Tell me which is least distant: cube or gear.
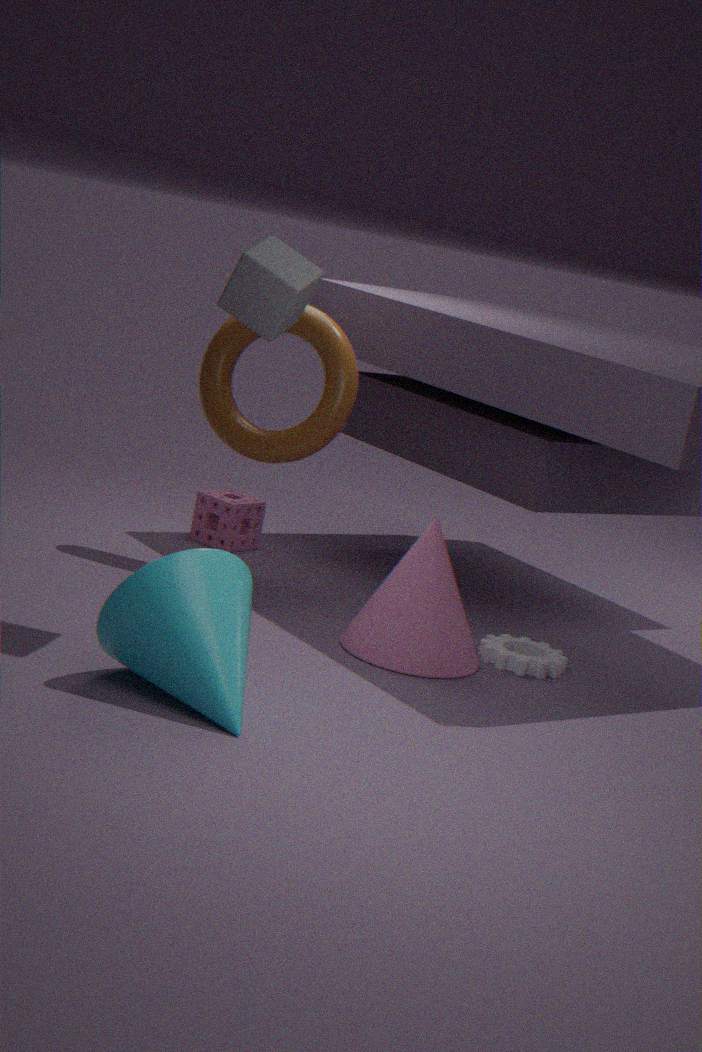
cube
